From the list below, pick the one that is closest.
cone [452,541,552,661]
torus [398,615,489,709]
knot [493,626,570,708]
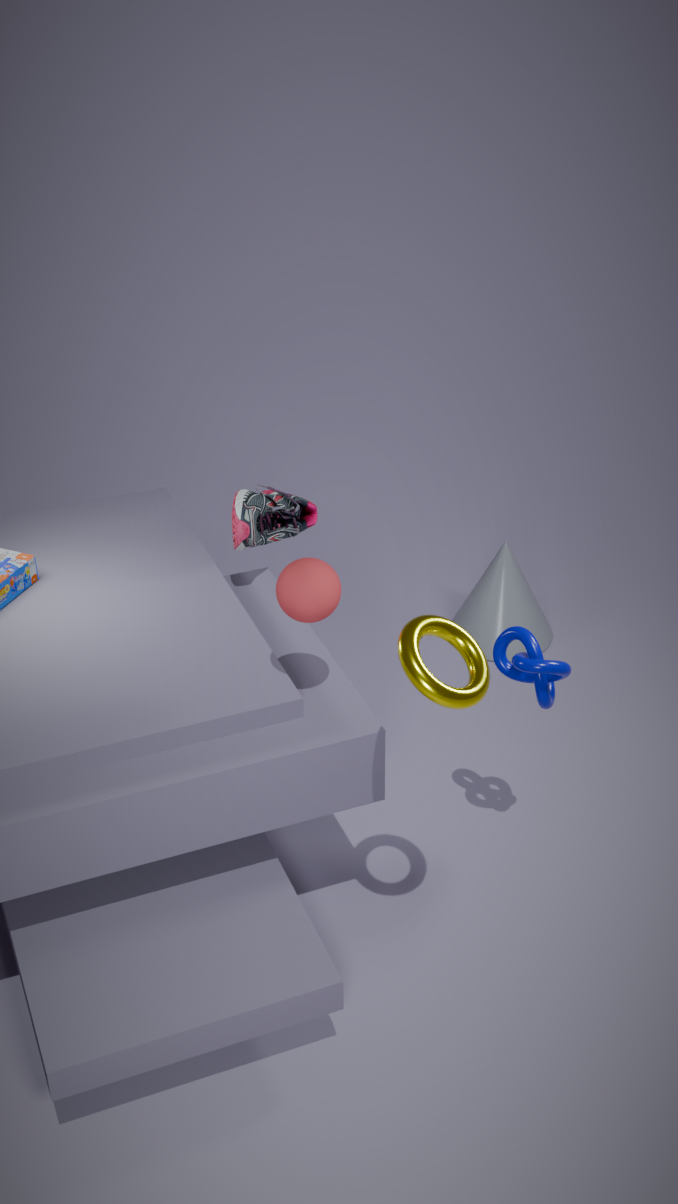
torus [398,615,489,709]
